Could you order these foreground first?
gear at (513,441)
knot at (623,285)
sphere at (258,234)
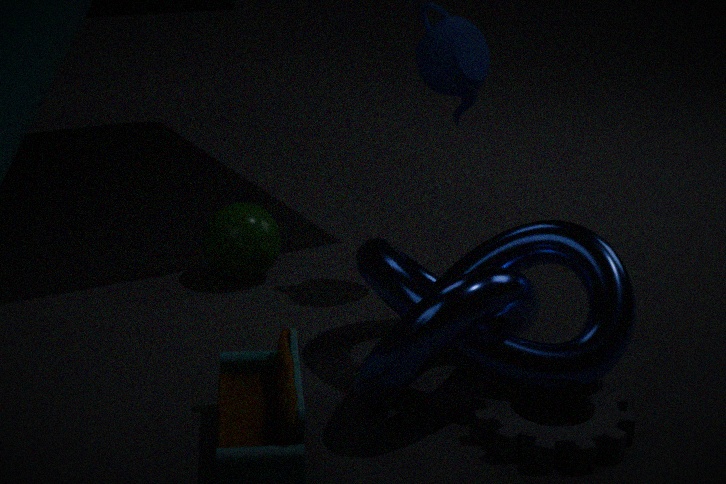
knot at (623,285) → gear at (513,441) → sphere at (258,234)
